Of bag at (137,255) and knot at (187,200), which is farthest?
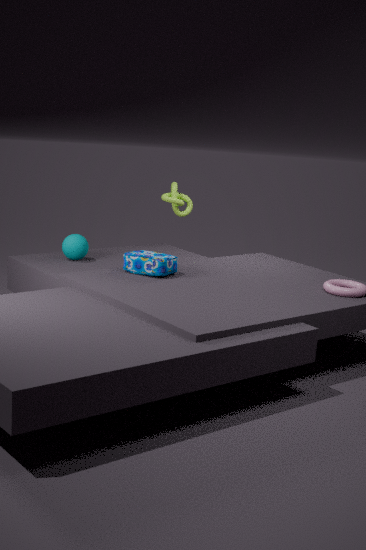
knot at (187,200)
